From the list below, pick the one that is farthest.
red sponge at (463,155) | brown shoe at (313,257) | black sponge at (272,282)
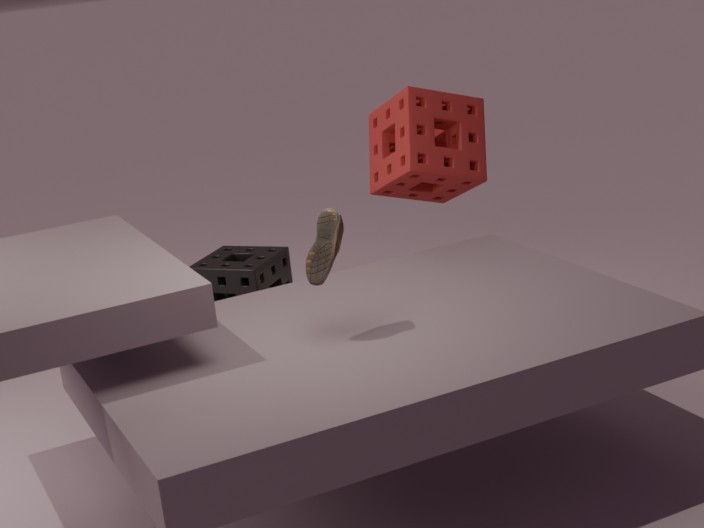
black sponge at (272,282)
